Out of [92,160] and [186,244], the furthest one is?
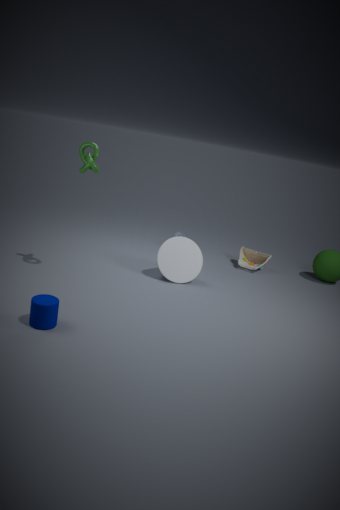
[186,244]
